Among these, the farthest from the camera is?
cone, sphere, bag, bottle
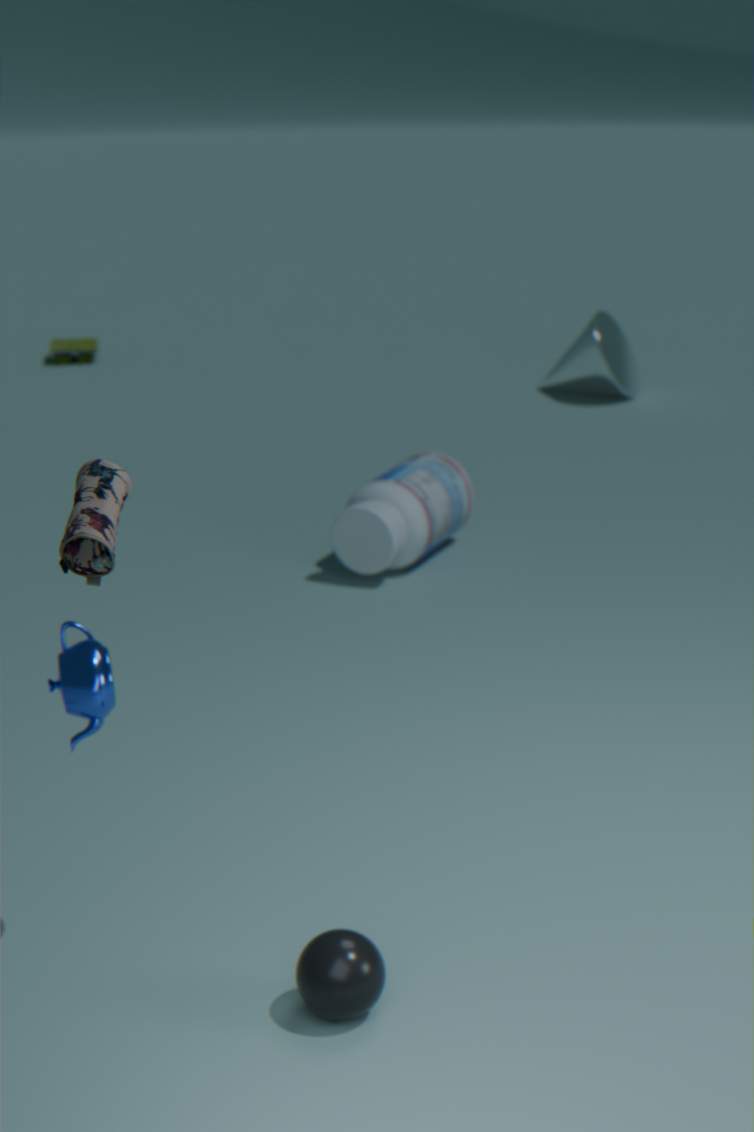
cone
